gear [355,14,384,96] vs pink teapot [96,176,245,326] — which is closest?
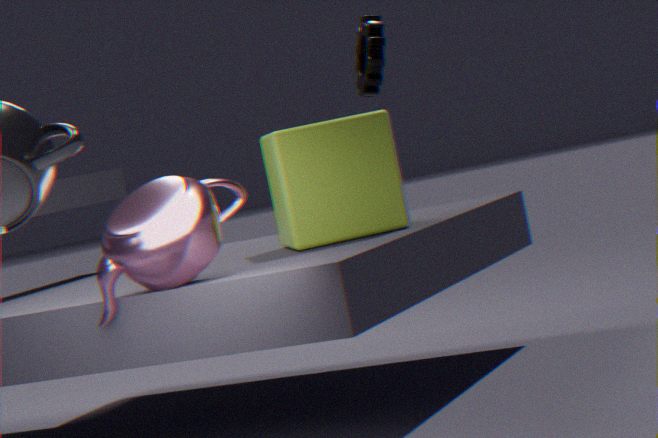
pink teapot [96,176,245,326]
